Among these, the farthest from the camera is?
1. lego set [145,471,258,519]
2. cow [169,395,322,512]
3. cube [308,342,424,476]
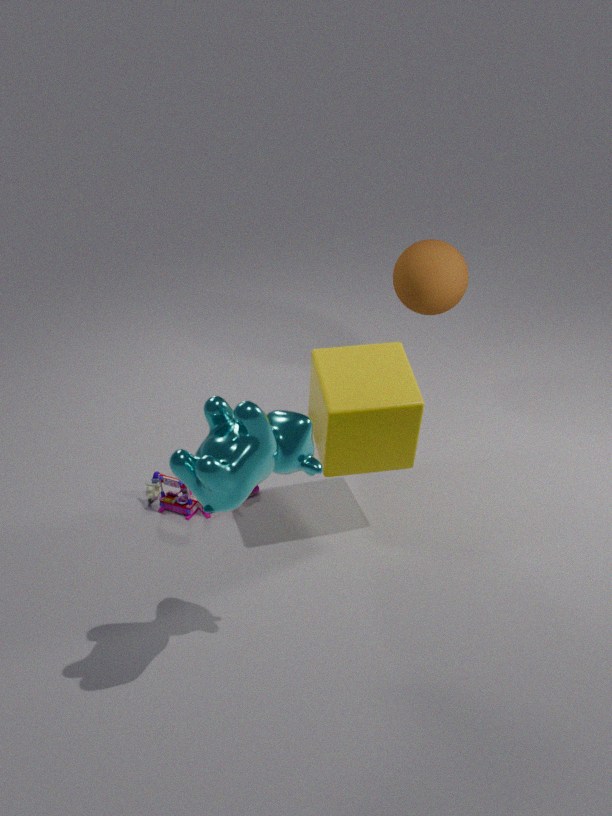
lego set [145,471,258,519]
